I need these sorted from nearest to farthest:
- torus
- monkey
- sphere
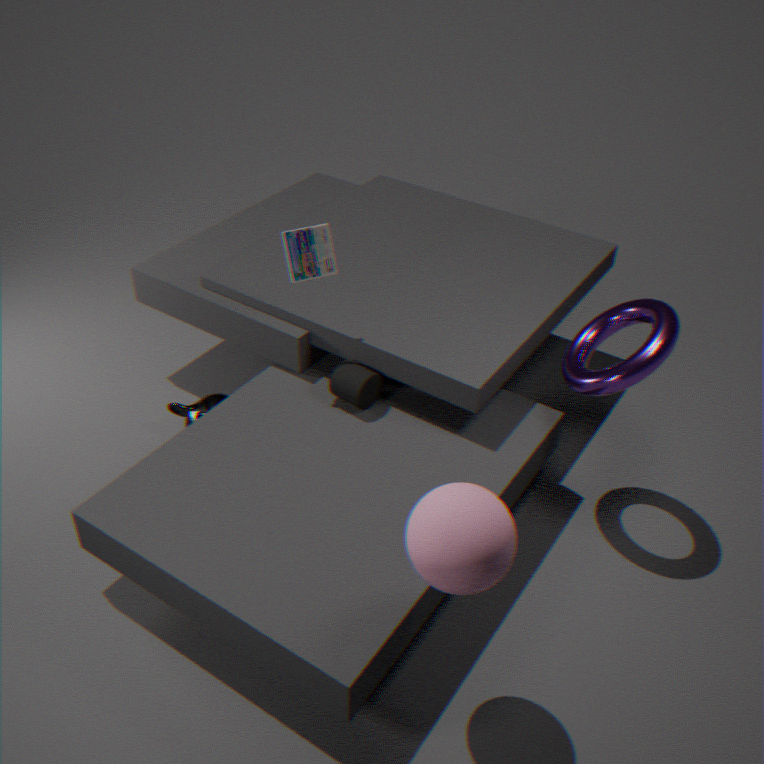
sphere < torus < monkey
